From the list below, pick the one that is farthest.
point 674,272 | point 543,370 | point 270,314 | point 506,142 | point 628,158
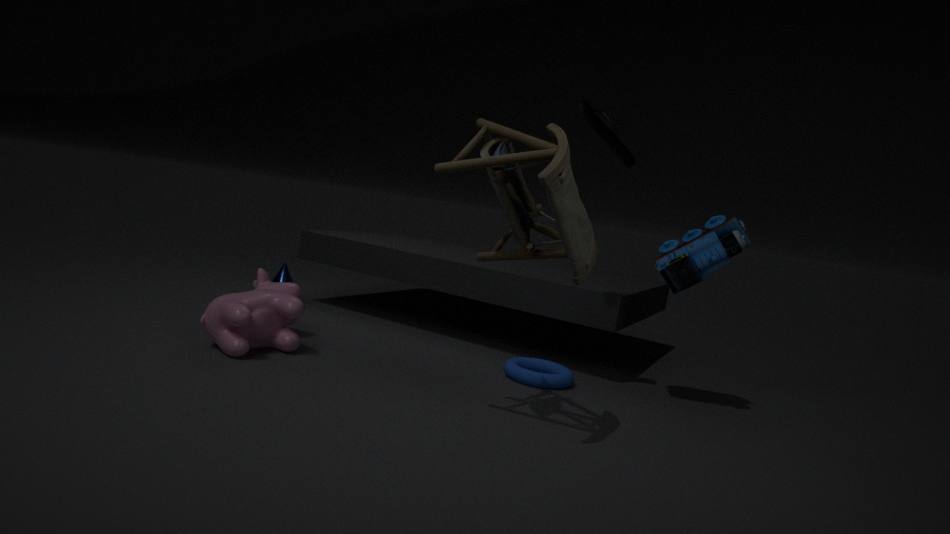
point 543,370
